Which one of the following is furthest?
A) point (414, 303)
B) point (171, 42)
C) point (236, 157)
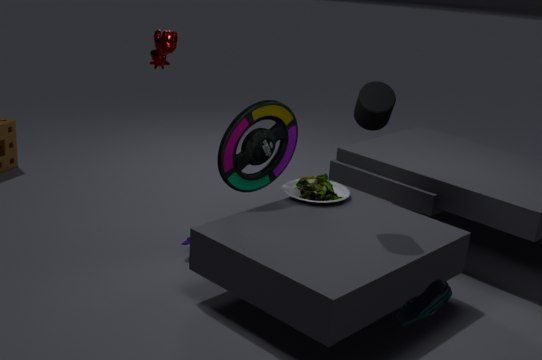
point (171, 42)
